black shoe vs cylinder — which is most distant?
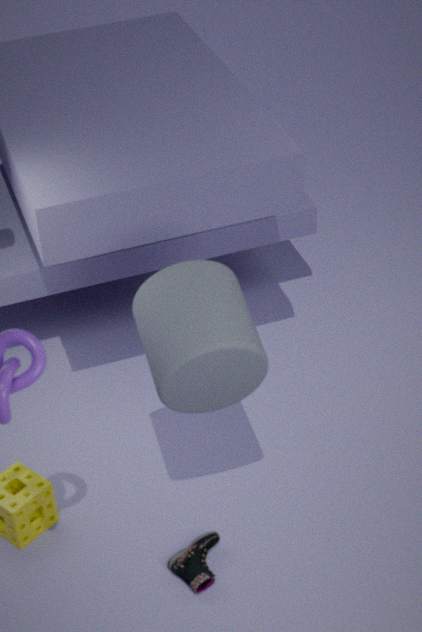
black shoe
